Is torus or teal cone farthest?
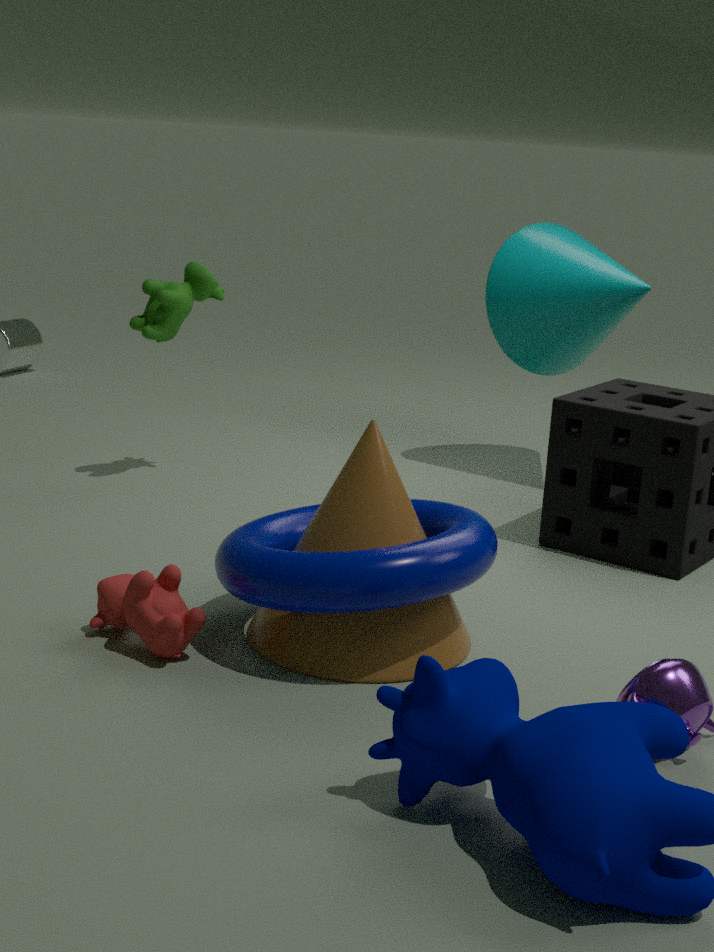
teal cone
